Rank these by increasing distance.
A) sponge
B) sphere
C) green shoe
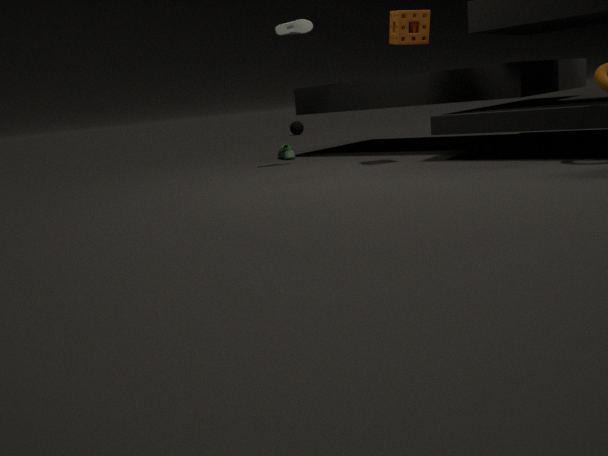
1. sponge
2. green shoe
3. sphere
